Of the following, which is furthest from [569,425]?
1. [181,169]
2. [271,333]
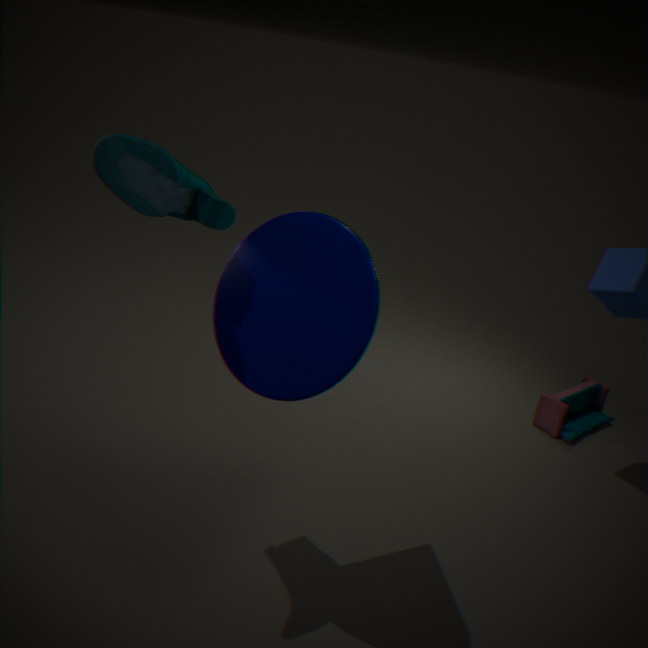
[181,169]
